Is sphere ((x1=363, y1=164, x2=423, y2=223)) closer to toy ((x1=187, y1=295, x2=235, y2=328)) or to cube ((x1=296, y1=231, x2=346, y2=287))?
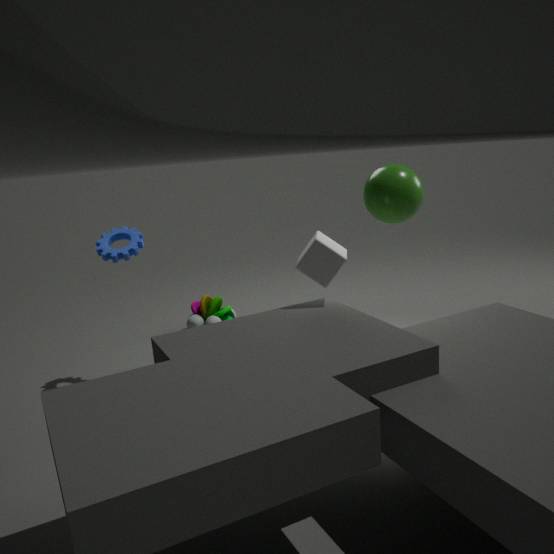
cube ((x1=296, y1=231, x2=346, y2=287))
